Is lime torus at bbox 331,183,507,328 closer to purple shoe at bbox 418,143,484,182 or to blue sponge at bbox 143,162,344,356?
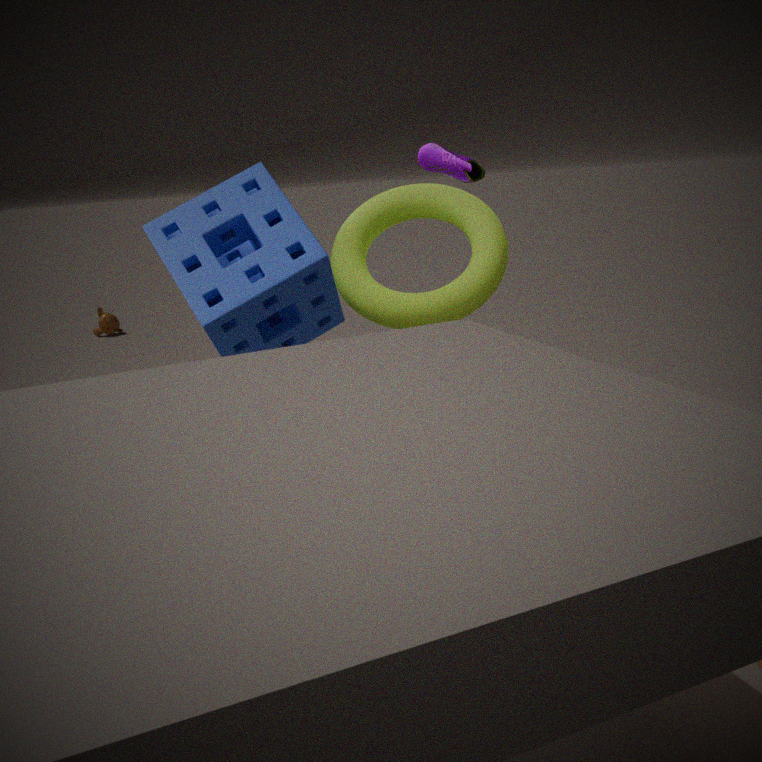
blue sponge at bbox 143,162,344,356
